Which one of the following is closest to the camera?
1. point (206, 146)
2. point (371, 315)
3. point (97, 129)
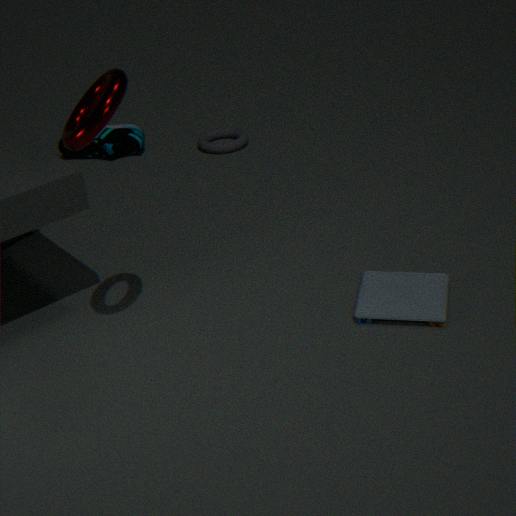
point (97, 129)
